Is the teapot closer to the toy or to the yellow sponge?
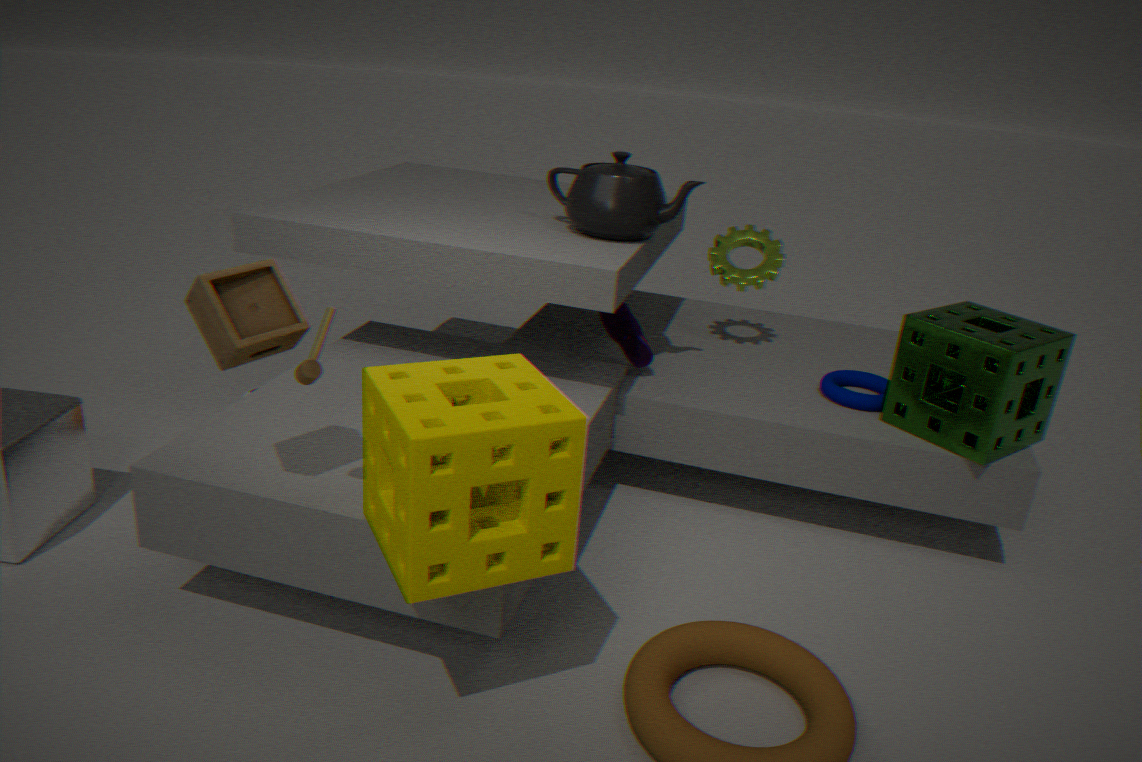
the yellow sponge
